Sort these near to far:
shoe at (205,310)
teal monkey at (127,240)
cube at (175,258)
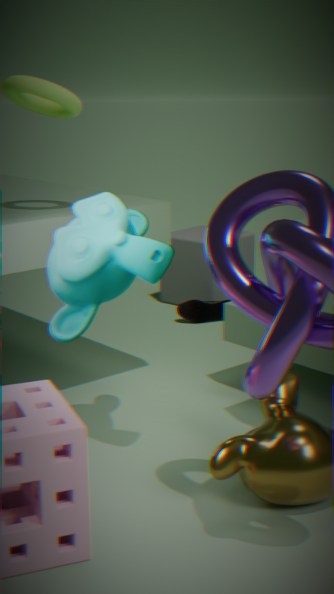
teal monkey at (127,240)
shoe at (205,310)
cube at (175,258)
